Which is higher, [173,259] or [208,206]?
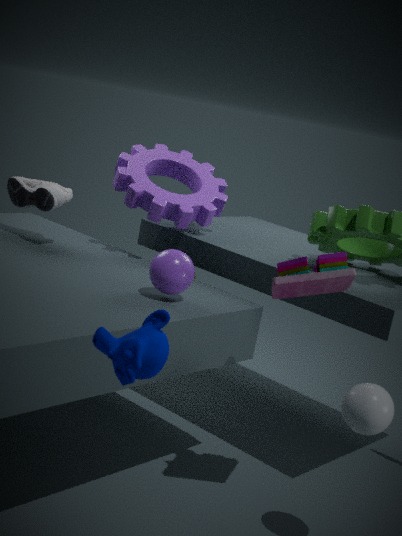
[208,206]
